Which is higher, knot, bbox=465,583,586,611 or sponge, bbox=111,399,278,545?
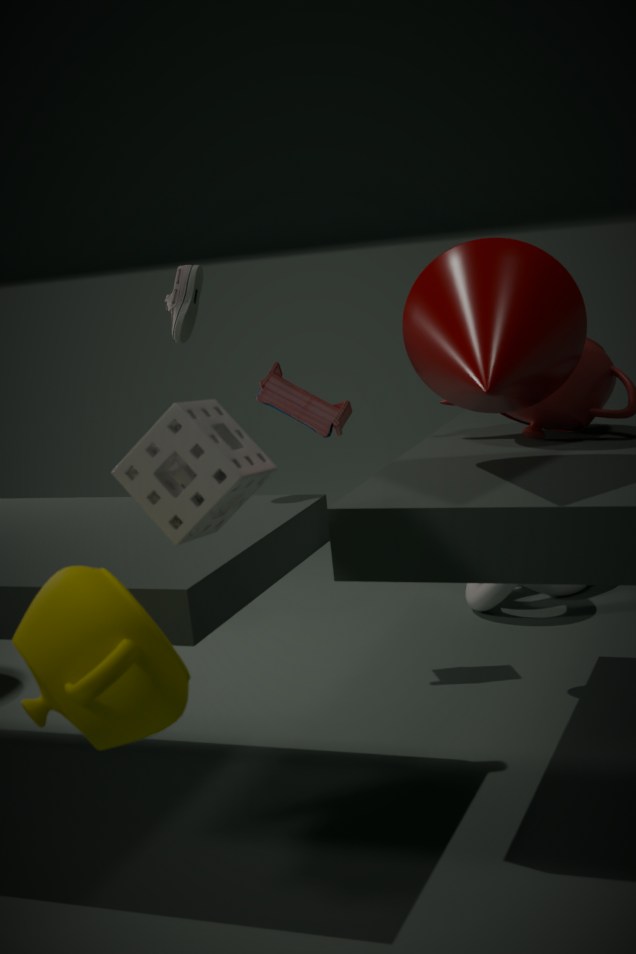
sponge, bbox=111,399,278,545
